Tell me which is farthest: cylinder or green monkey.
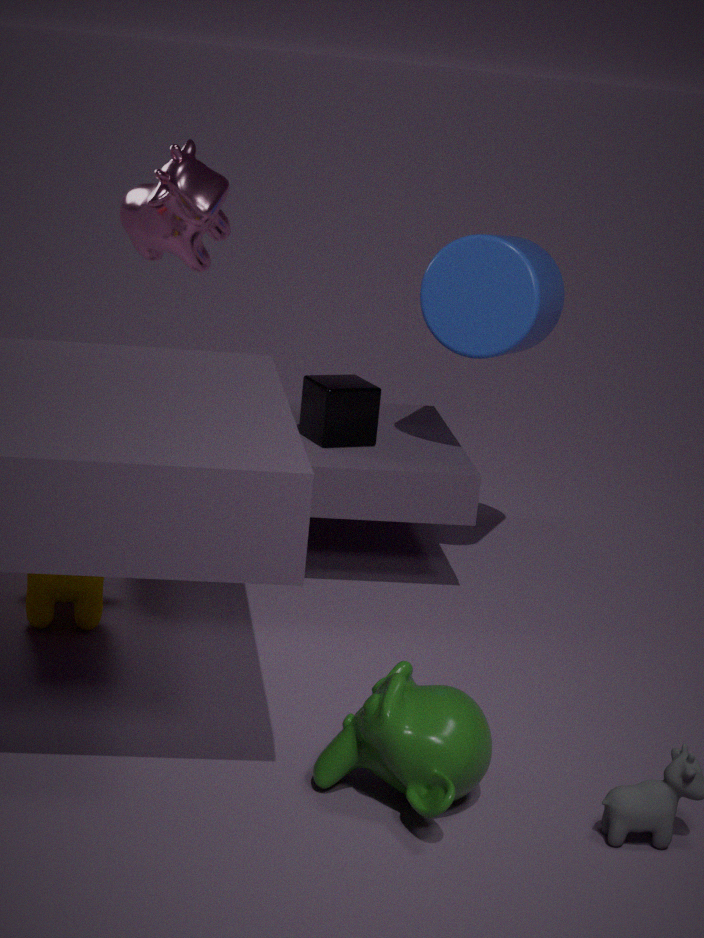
cylinder
